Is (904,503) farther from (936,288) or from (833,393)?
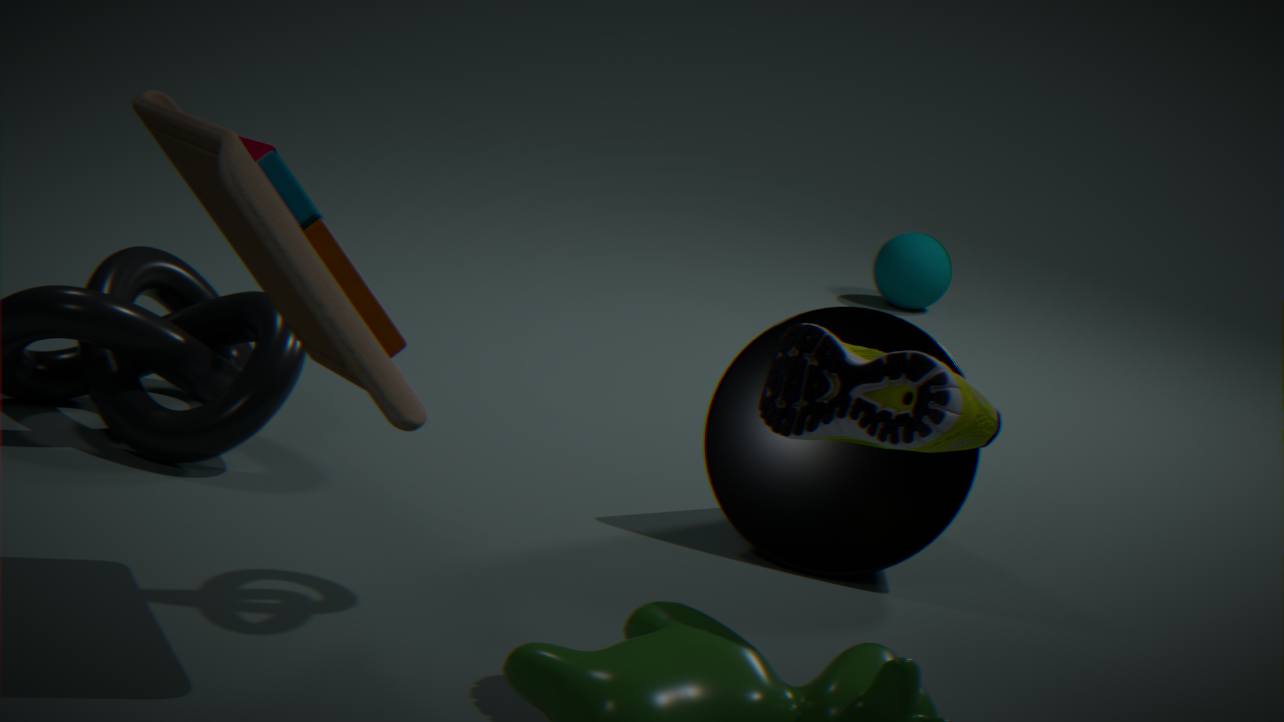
(936,288)
